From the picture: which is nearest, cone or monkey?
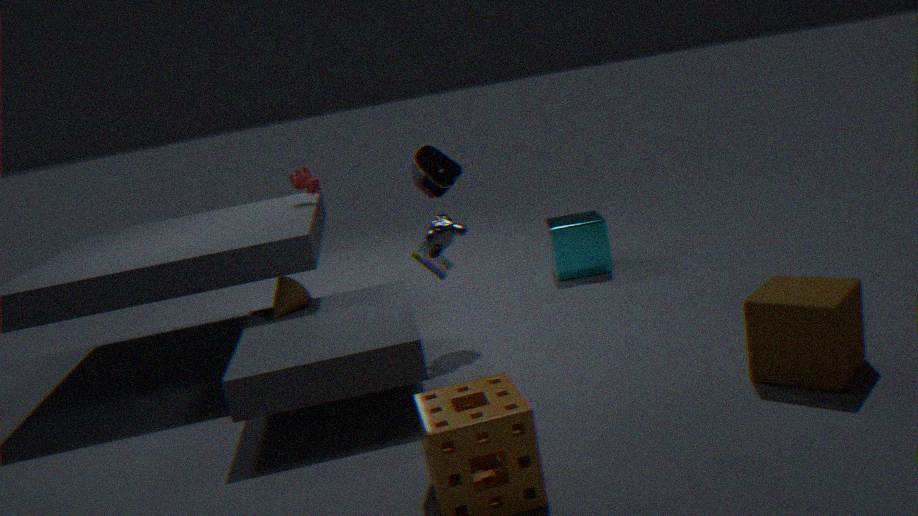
monkey
